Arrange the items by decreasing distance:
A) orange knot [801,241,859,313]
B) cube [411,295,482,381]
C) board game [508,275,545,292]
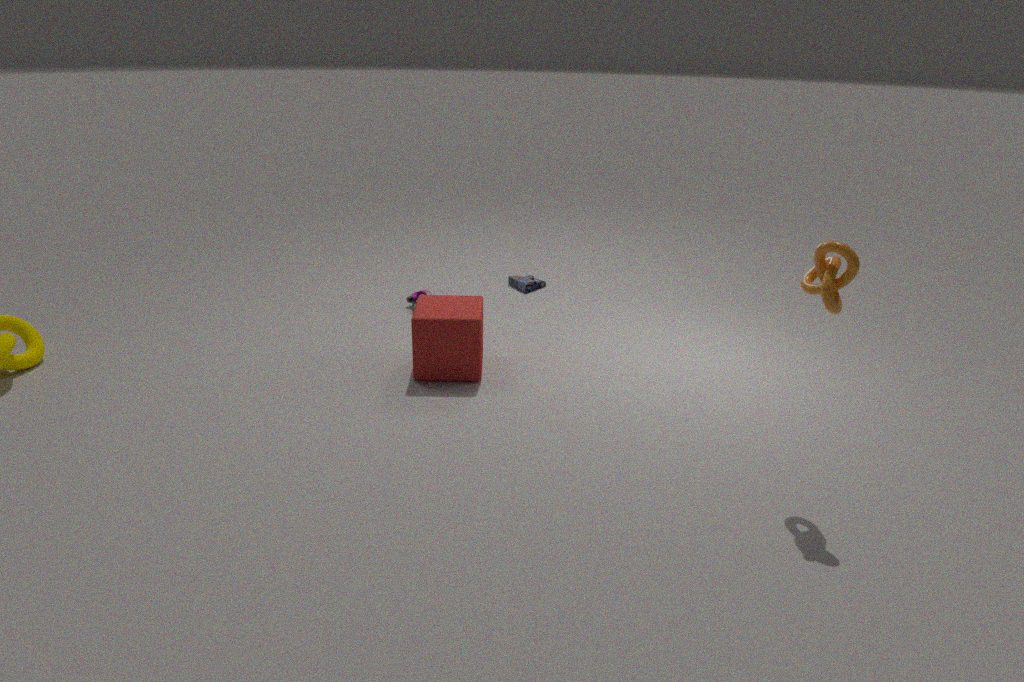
board game [508,275,545,292] → cube [411,295,482,381] → orange knot [801,241,859,313]
